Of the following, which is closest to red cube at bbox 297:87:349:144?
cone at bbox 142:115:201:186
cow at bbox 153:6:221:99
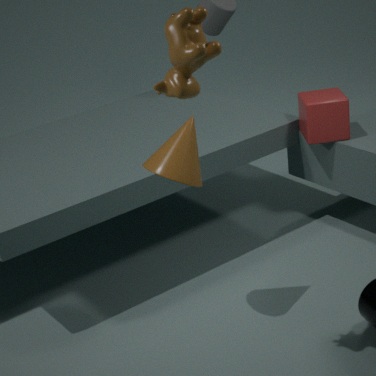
cone at bbox 142:115:201:186
